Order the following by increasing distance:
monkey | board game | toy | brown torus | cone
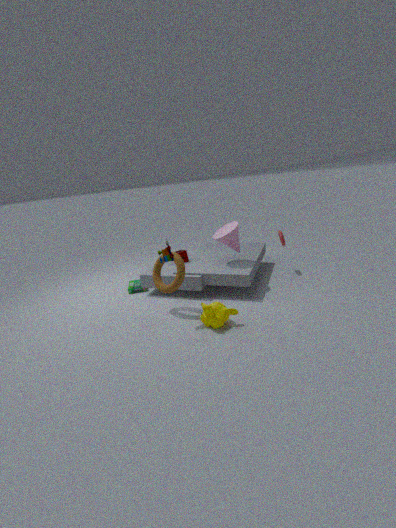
monkey < toy < brown torus < cone < board game
